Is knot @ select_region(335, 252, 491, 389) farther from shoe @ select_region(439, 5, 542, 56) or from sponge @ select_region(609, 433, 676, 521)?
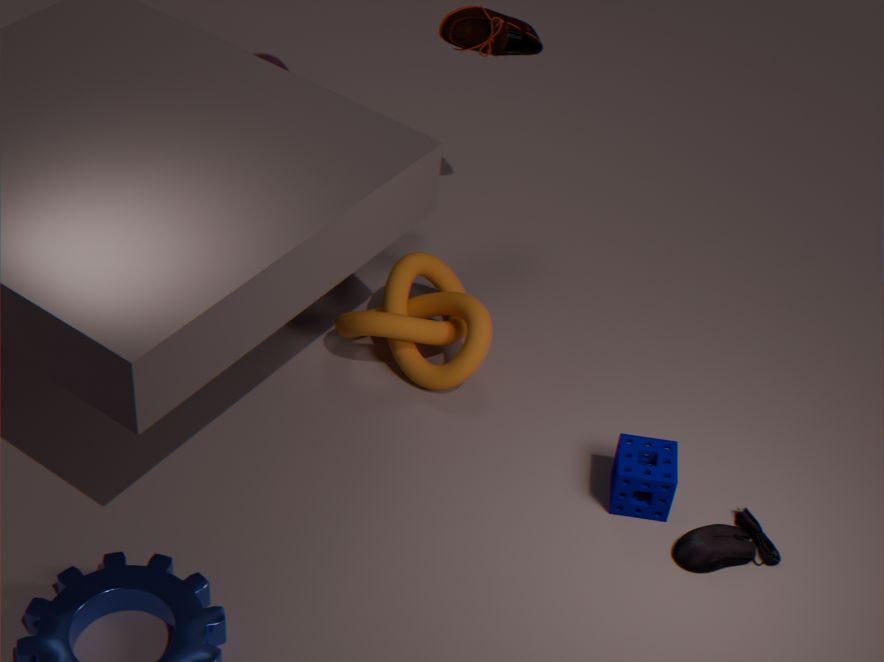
shoe @ select_region(439, 5, 542, 56)
